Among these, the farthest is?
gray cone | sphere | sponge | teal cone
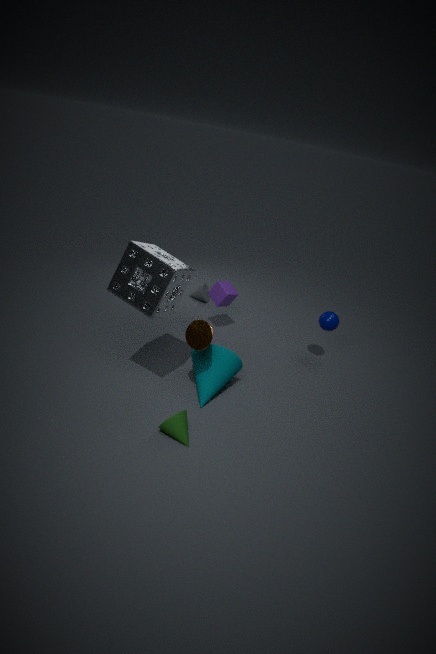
gray cone
